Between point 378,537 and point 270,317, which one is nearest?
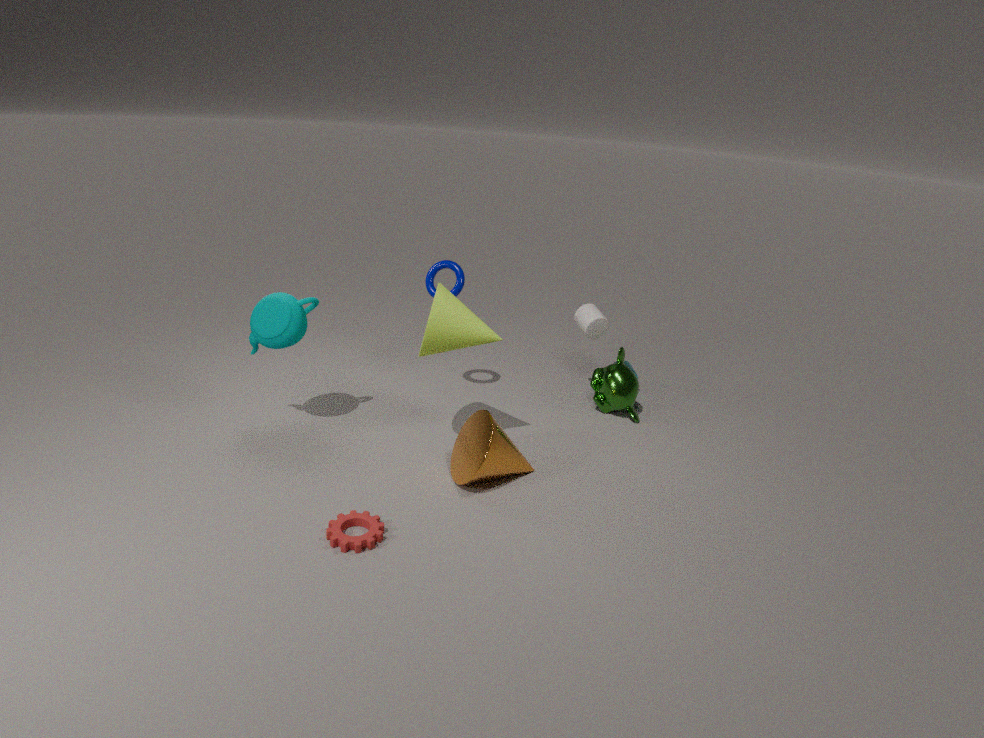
point 378,537
